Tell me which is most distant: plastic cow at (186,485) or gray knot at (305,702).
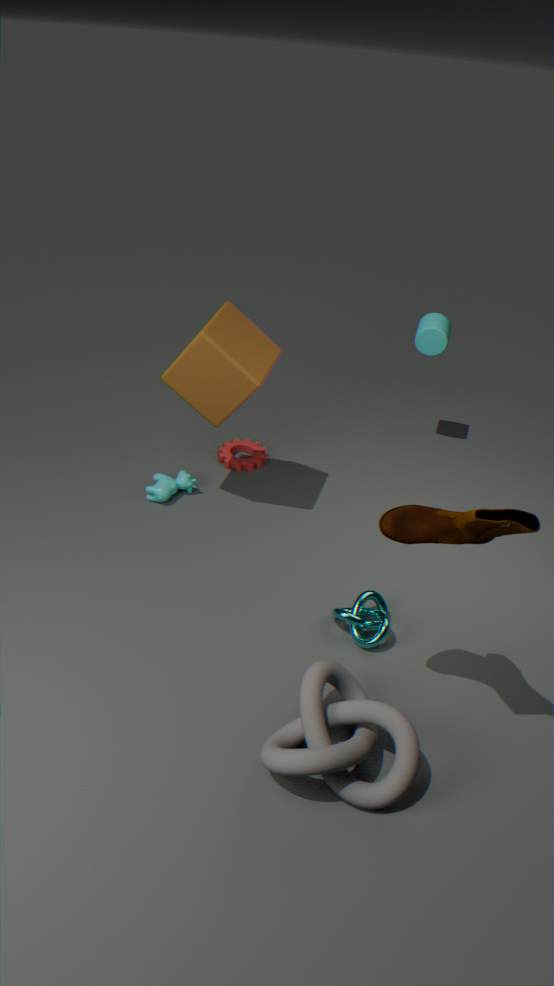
plastic cow at (186,485)
